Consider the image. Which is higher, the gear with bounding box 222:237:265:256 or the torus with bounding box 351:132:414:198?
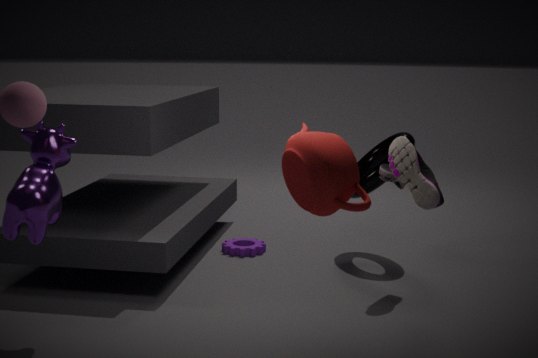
the torus with bounding box 351:132:414:198
